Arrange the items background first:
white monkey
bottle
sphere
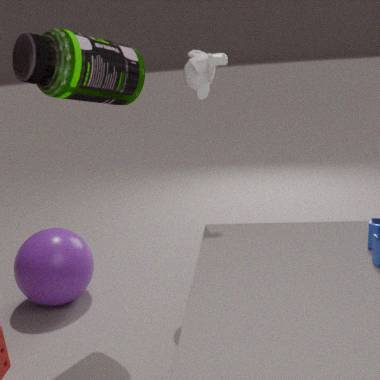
1. sphere
2. white monkey
3. bottle
